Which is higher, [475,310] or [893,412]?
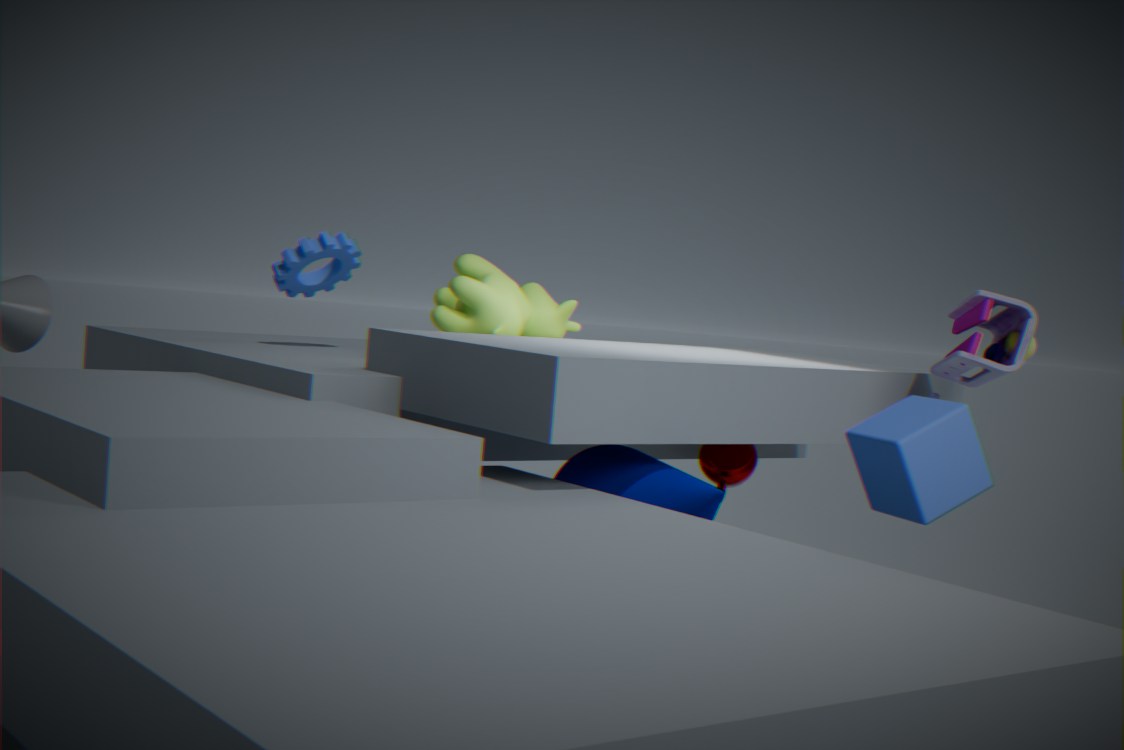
[475,310]
